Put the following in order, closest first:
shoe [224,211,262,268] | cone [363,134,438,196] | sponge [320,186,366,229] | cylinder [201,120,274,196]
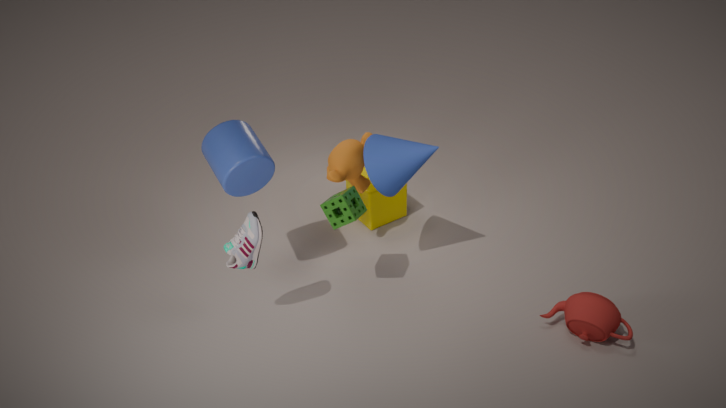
shoe [224,211,262,268] → cylinder [201,120,274,196] → sponge [320,186,366,229] → cone [363,134,438,196]
